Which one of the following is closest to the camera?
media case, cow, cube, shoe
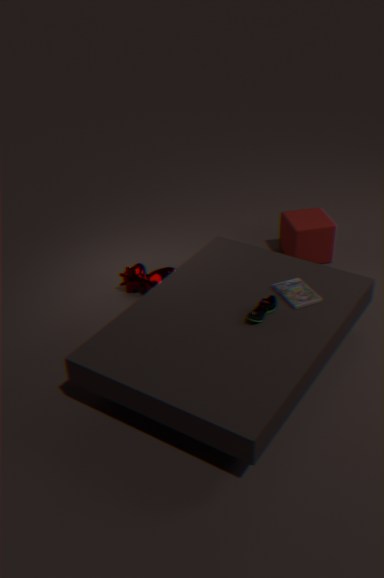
shoe
